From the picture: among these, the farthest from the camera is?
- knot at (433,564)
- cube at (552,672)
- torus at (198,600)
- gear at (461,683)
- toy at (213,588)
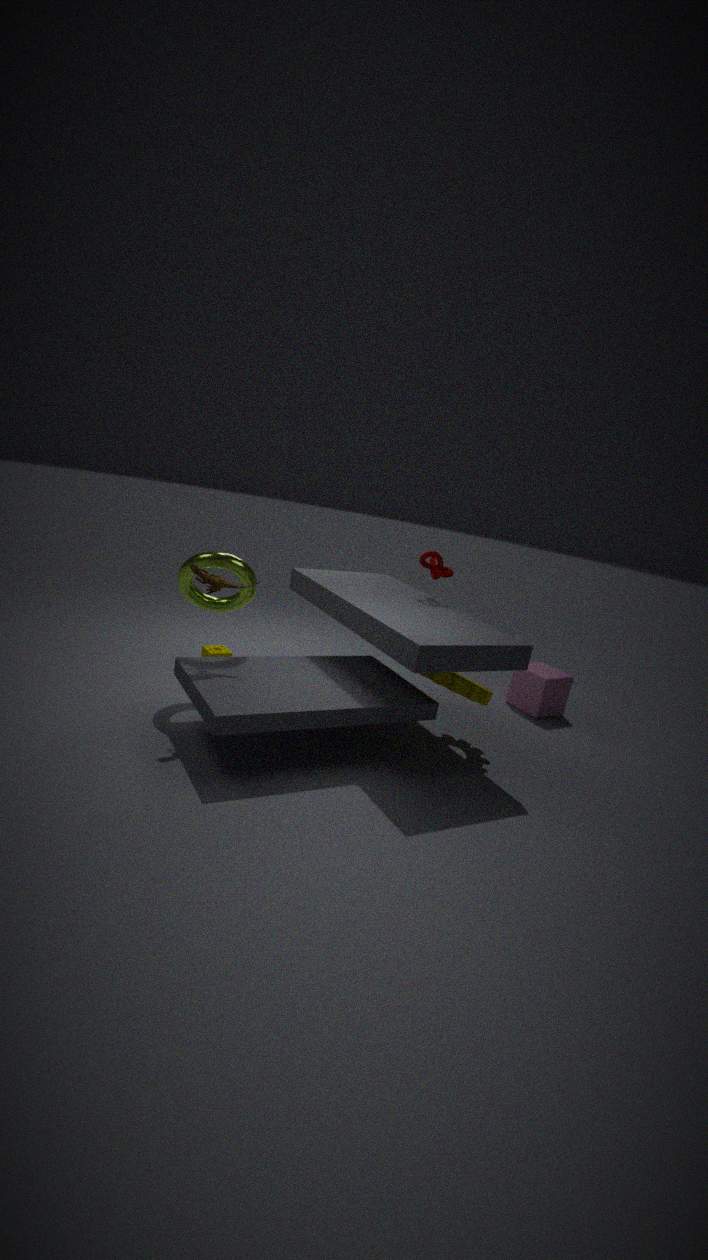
cube at (552,672)
